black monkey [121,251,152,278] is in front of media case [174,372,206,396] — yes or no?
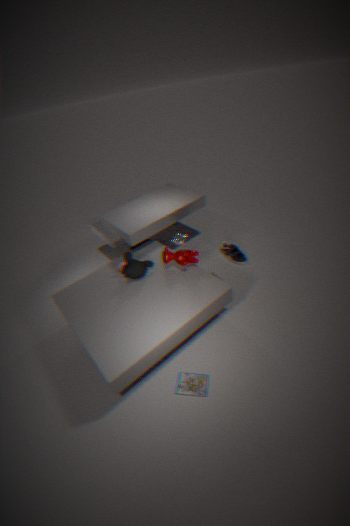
No
